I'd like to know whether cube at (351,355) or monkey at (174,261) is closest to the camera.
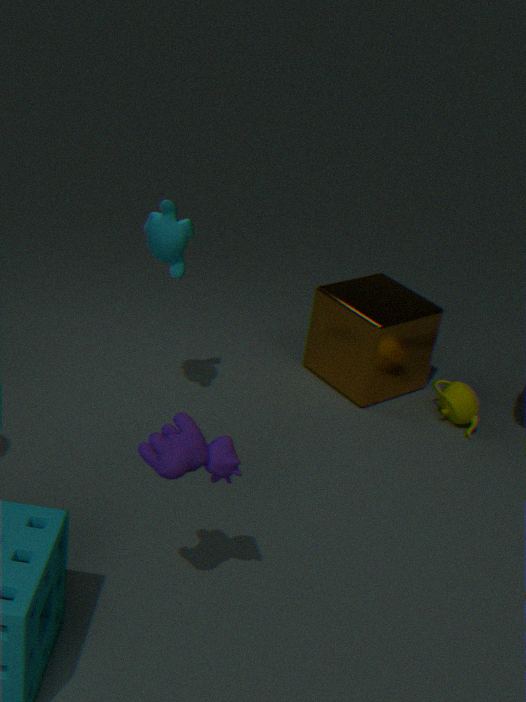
monkey at (174,261)
